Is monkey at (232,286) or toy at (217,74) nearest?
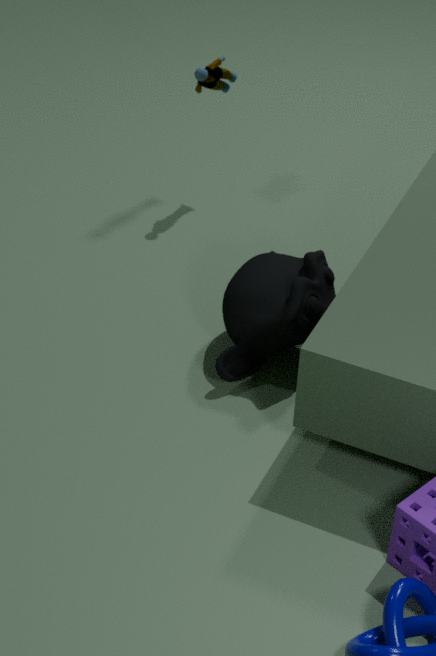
monkey at (232,286)
